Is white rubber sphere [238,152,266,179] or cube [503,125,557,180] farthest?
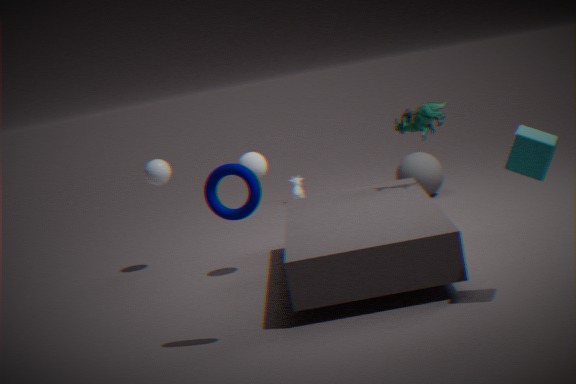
white rubber sphere [238,152,266,179]
